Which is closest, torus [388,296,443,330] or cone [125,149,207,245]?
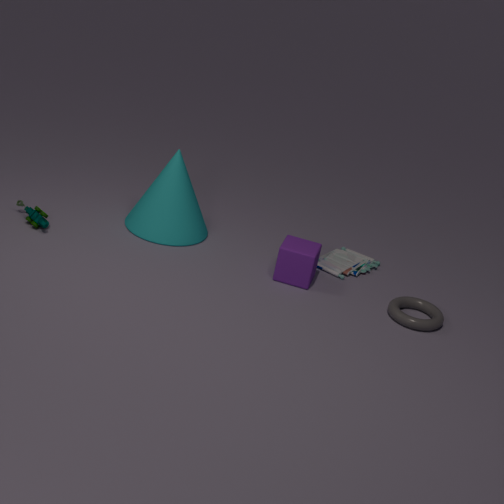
torus [388,296,443,330]
